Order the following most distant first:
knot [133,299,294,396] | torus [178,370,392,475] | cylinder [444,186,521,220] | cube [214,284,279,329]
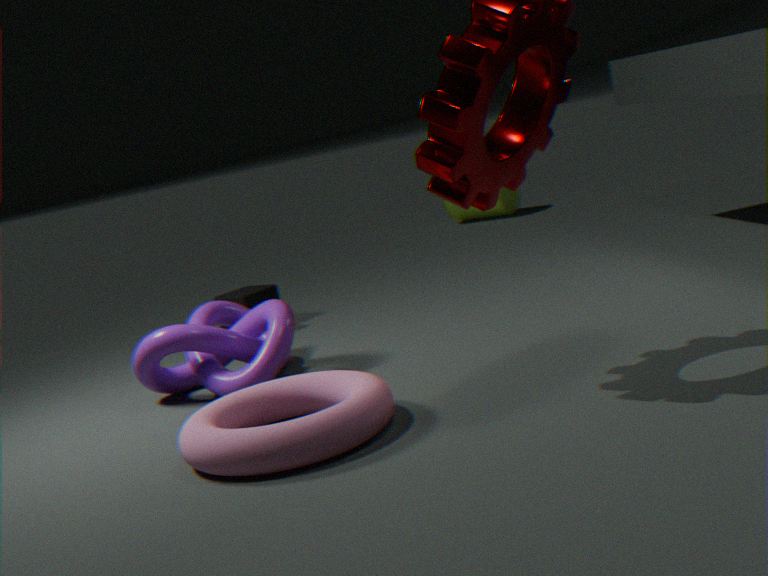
cylinder [444,186,521,220], cube [214,284,279,329], knot [133,299,294,396], torus [178,370,392,475]
